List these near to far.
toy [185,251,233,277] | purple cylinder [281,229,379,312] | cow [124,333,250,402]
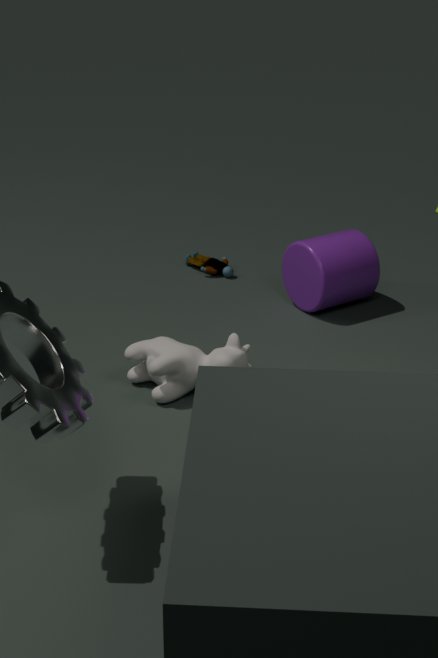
1. cow [124,333,250,402]
2. purple cylinder [281,229,379,312]
3. toy [185,251,233,277]
